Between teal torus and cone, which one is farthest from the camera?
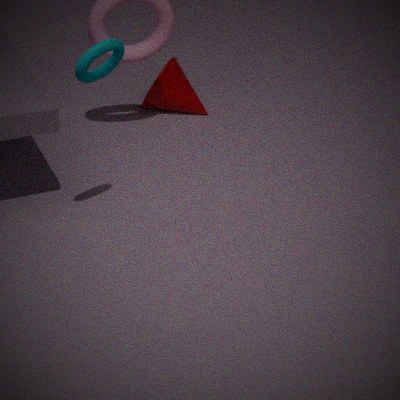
cone
